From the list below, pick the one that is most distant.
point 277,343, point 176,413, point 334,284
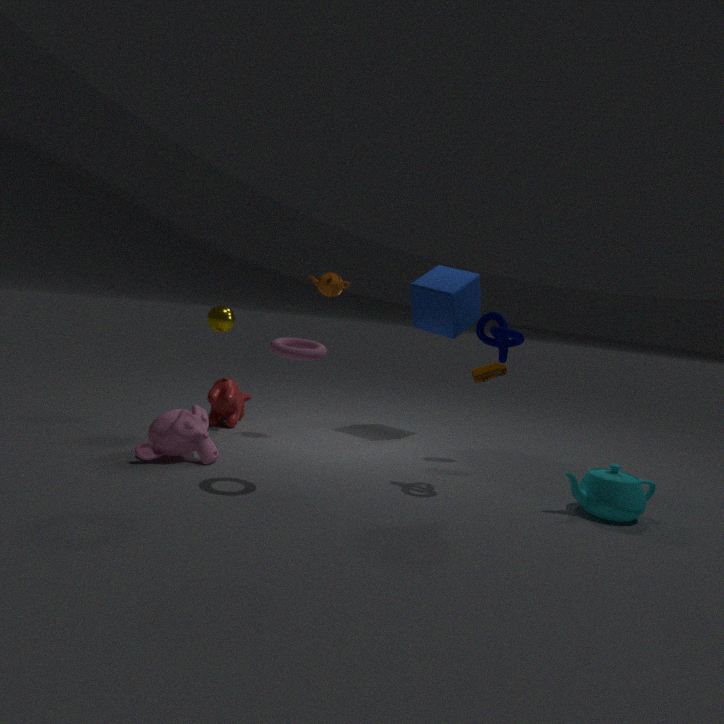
point 334,284
